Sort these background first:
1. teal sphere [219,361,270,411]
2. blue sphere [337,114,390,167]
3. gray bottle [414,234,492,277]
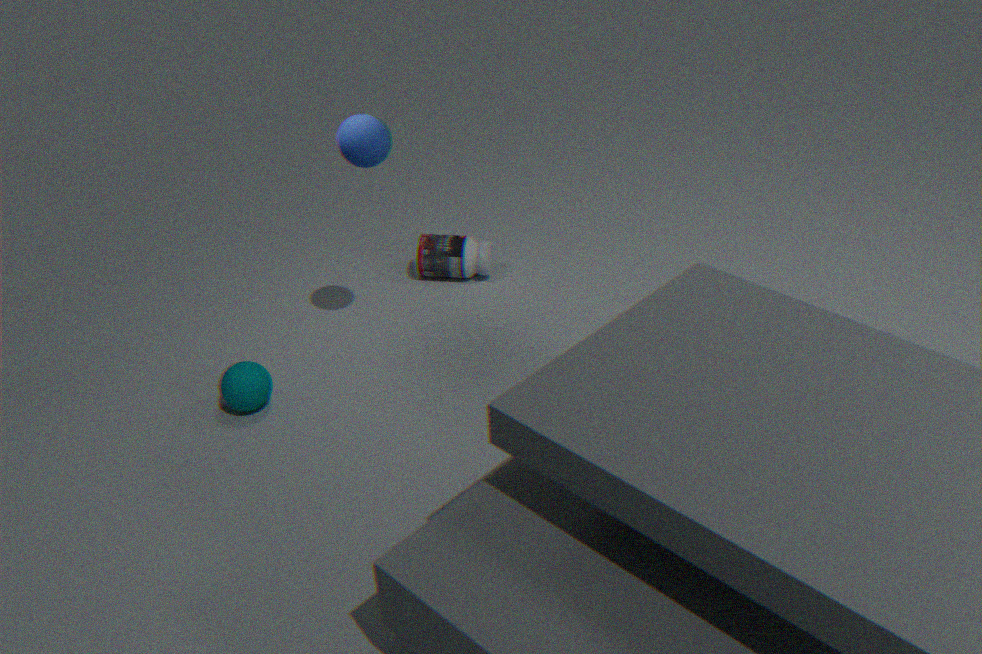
1. gray bottle [414,234,492,277]
2. teal sphere [219,361,270,411]
3. blue sphere [337,114,390,167]
